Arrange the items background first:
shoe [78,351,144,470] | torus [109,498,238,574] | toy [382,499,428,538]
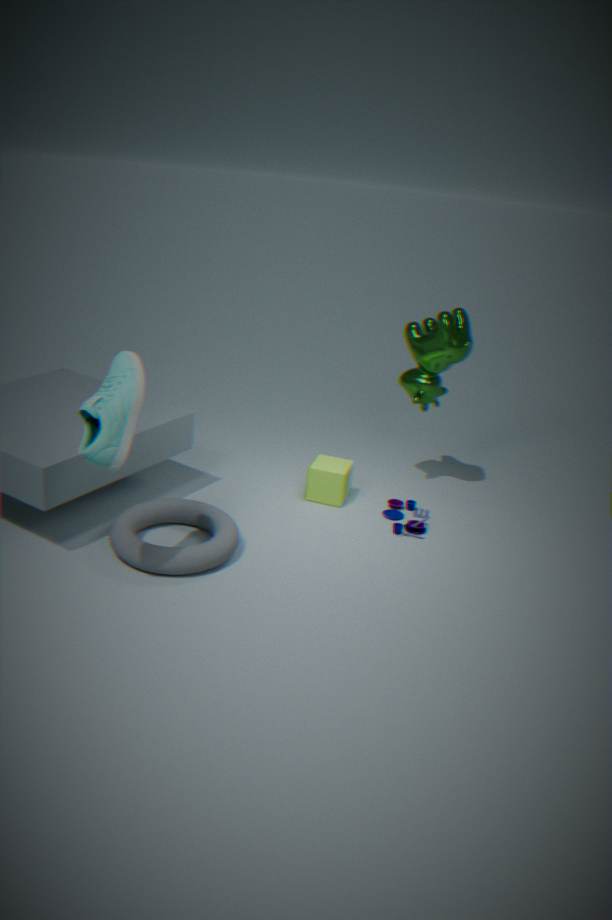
toy [382,499,428,538], torus [109,498,238,574], shoe [78,351,144,470]
